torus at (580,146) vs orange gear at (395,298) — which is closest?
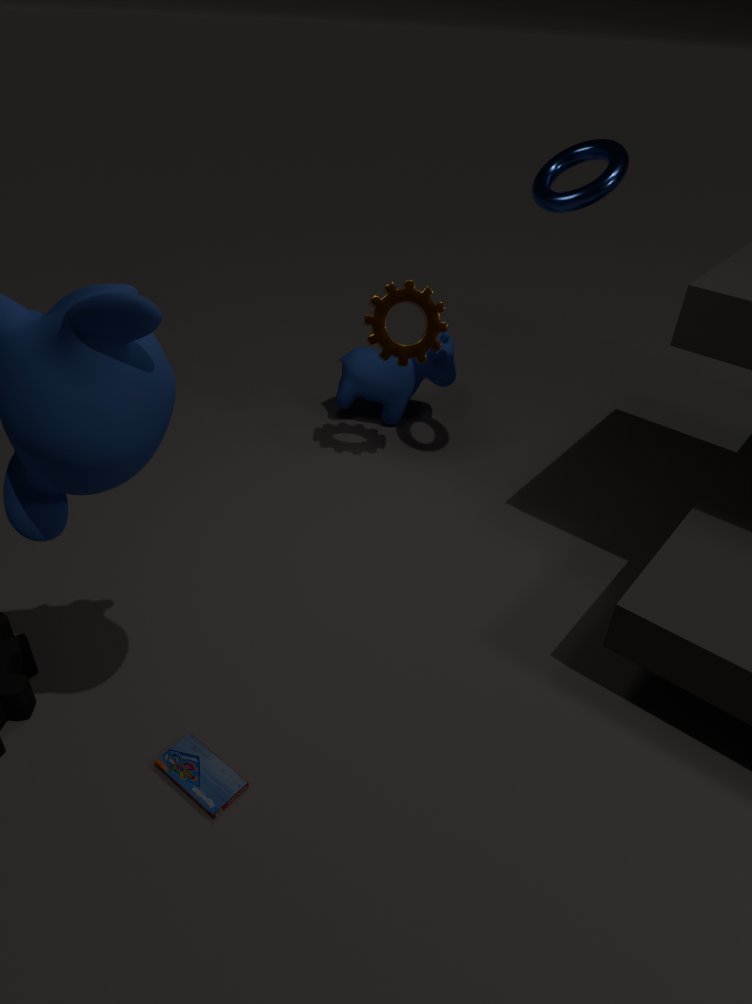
torus at (580,146)
